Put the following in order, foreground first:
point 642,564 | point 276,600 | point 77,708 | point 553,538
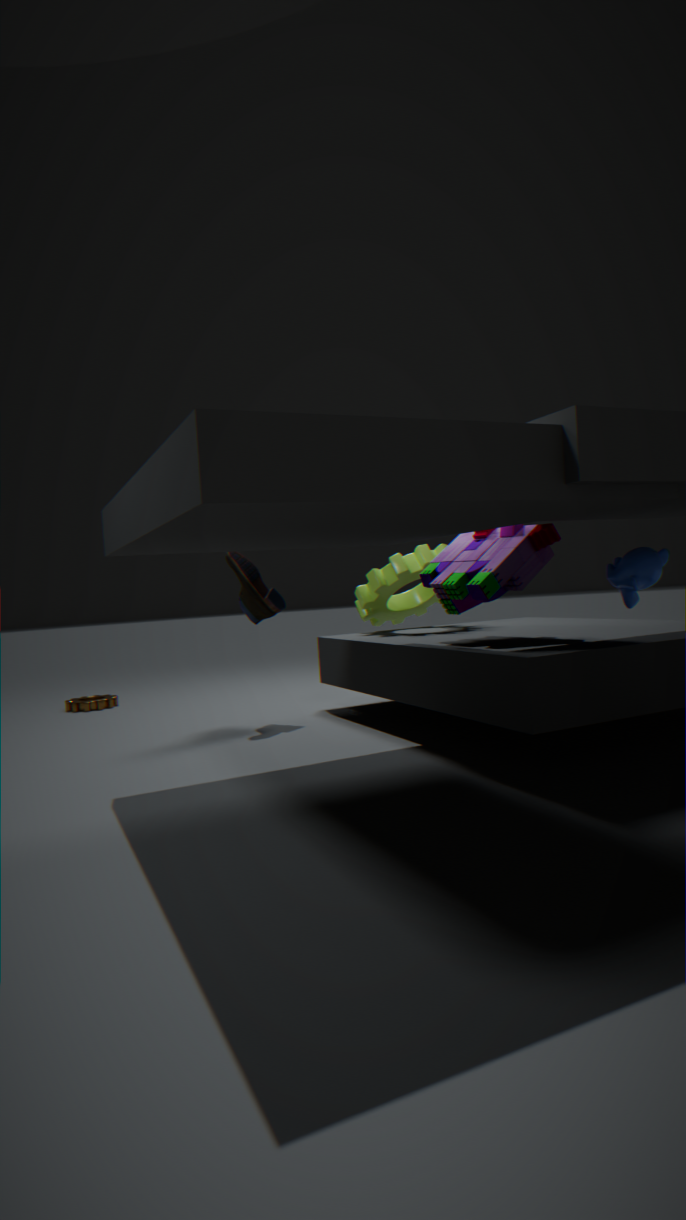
point 642,564 < point 553,538 < point 276,600 < point 77,708
